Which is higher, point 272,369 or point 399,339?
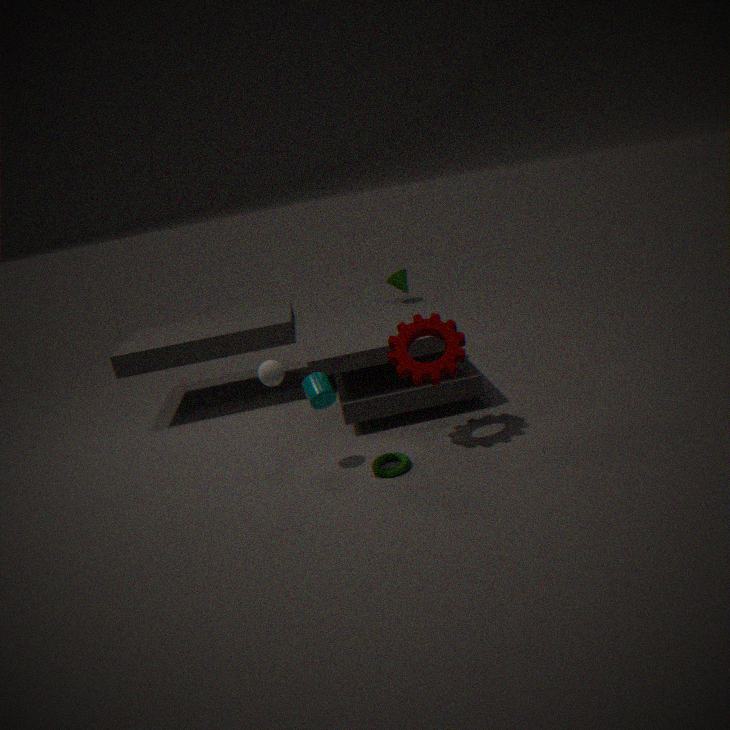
point 272,369
